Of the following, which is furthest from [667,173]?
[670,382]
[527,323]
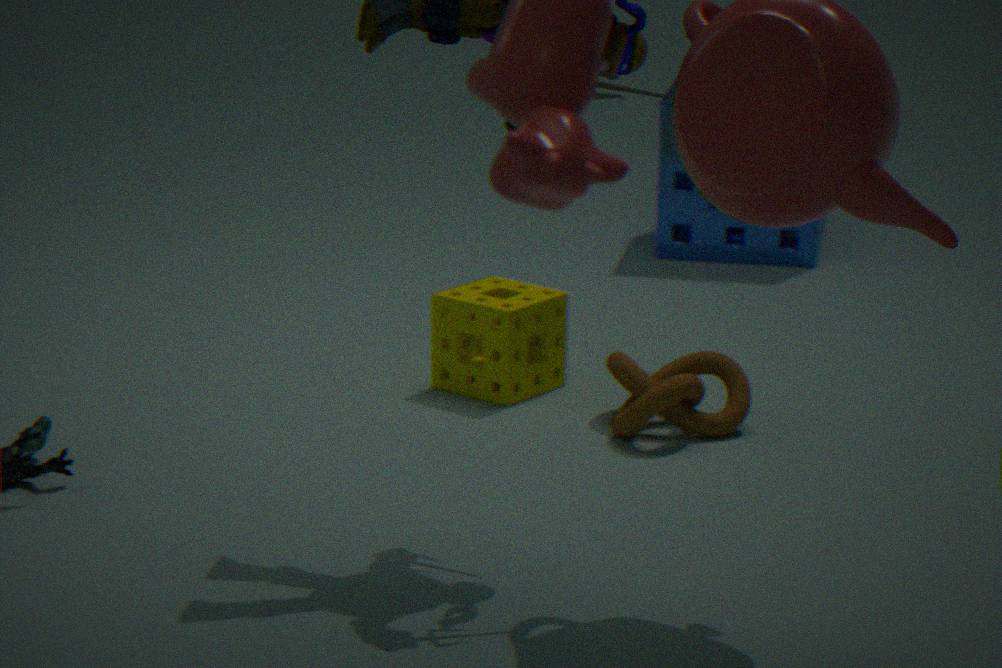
[670,382]
